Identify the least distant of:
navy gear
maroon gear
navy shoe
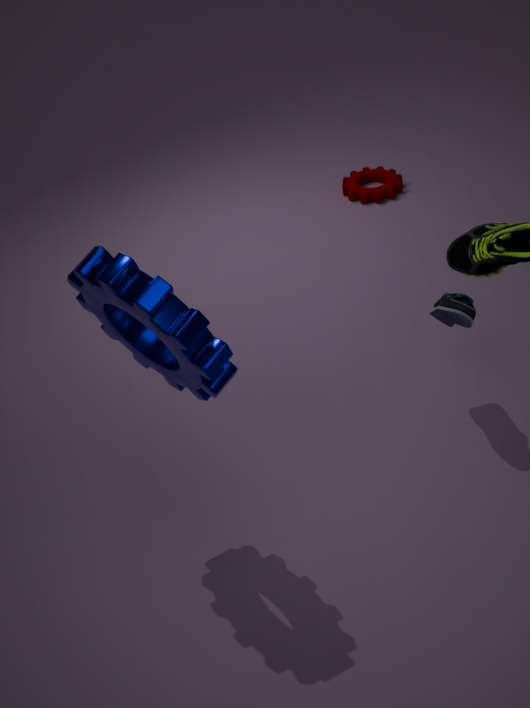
navy gear
